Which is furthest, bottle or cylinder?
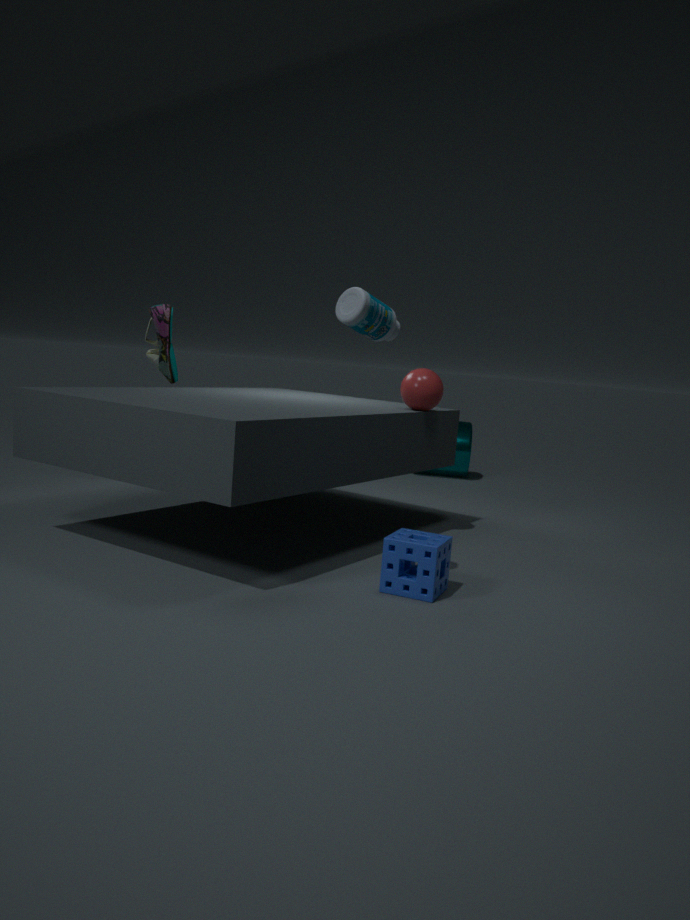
cylinder
